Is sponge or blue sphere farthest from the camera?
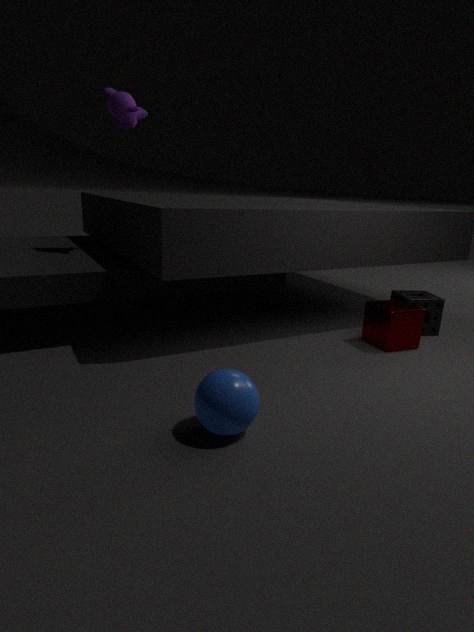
sponge
